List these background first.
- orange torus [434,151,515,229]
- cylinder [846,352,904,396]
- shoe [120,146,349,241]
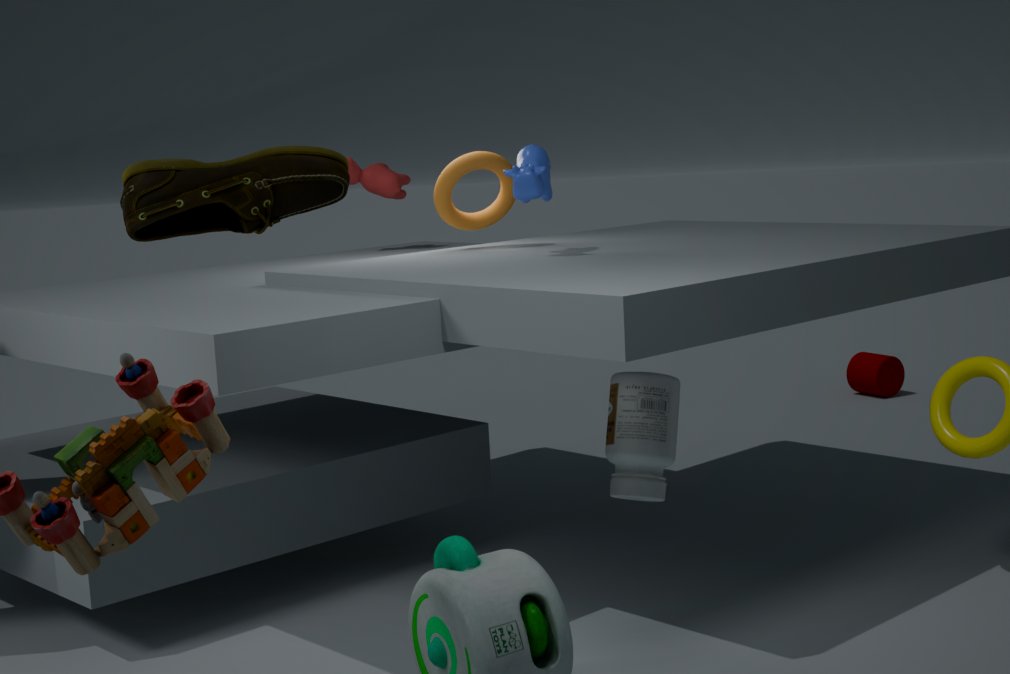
1. cylinder [846,352,904,396]
2. orange torus [434,151,515,229]
3. shoe [120,146,349,241]
